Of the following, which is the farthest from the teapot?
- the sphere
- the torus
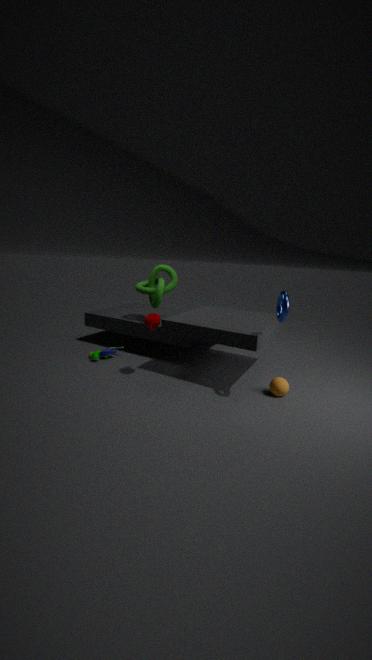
the sphere
